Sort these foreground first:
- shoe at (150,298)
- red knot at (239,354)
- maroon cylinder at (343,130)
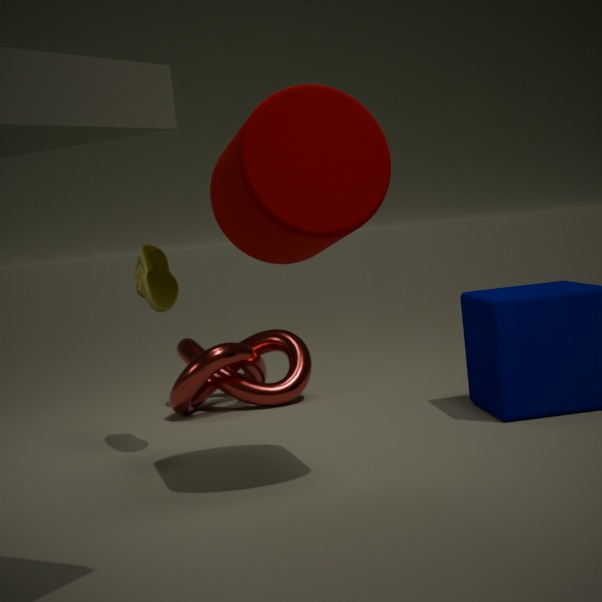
maroon cylinder at (343,130) < shoe at (150,298) < red knot at (239,354)
